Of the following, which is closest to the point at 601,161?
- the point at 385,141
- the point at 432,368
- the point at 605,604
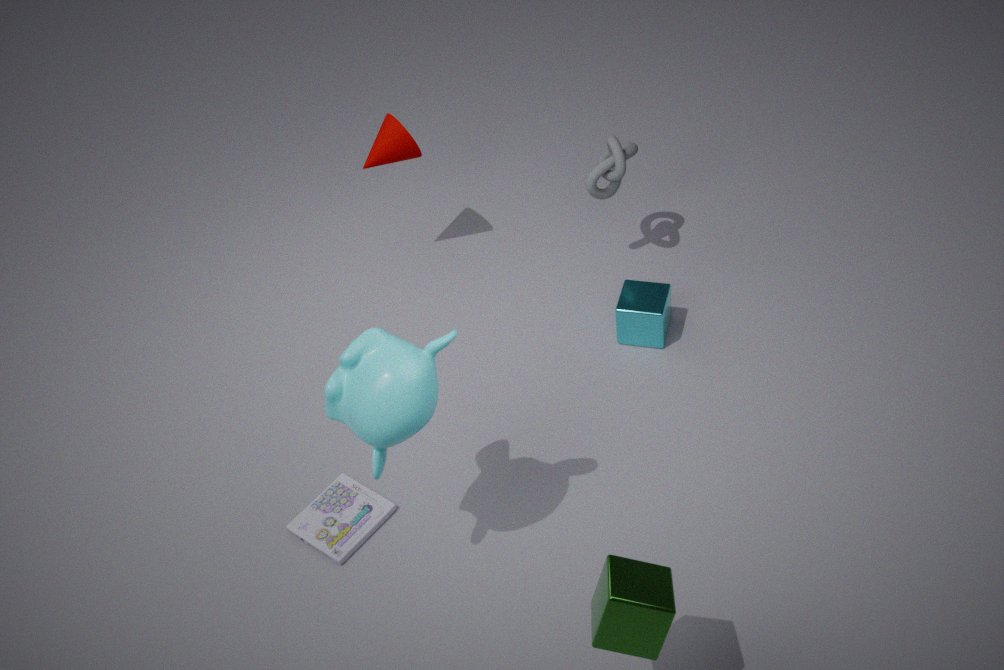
the point at 385,141
